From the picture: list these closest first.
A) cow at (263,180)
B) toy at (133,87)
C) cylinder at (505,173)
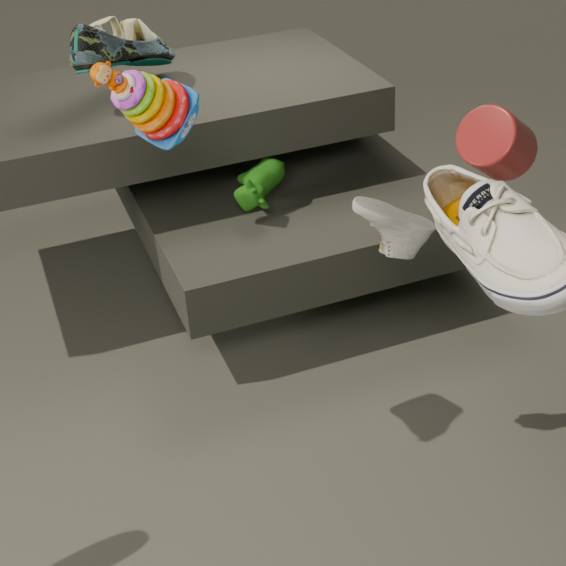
toy at (133,87) < cylinder at (505,173) < cow at (263,180)
